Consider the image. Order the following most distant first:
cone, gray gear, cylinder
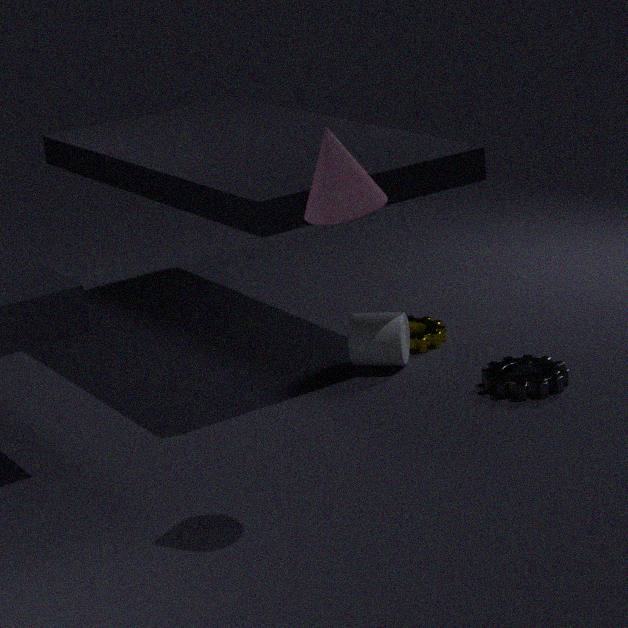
1. cylinder
2. gray gear
3. cone
